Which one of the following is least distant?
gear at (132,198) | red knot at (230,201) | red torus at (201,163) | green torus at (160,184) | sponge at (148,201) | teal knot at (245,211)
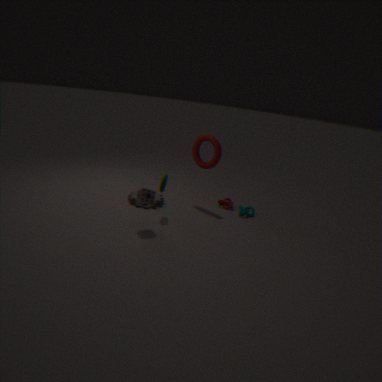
sponge at (148,201)
